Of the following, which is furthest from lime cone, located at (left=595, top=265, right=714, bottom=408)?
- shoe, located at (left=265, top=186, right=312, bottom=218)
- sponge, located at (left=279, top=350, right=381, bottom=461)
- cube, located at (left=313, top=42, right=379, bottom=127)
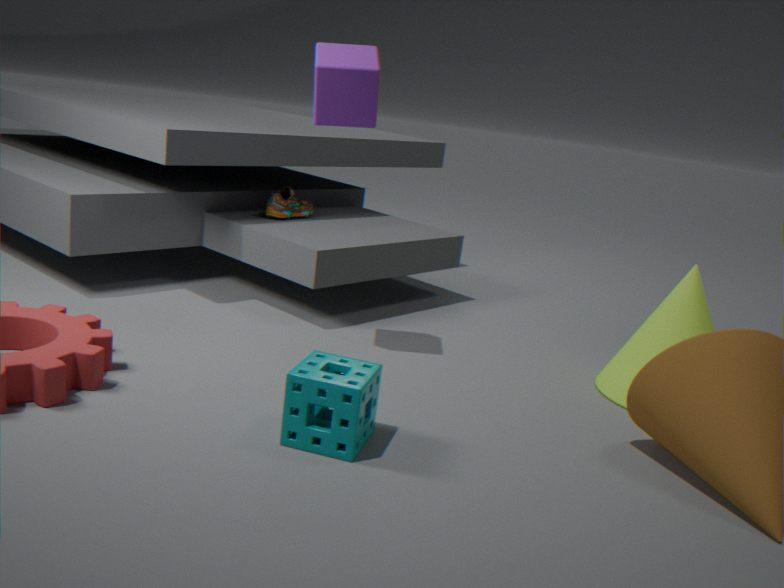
shoe, located at (left=265, top=186, right=312, bottom=218)
